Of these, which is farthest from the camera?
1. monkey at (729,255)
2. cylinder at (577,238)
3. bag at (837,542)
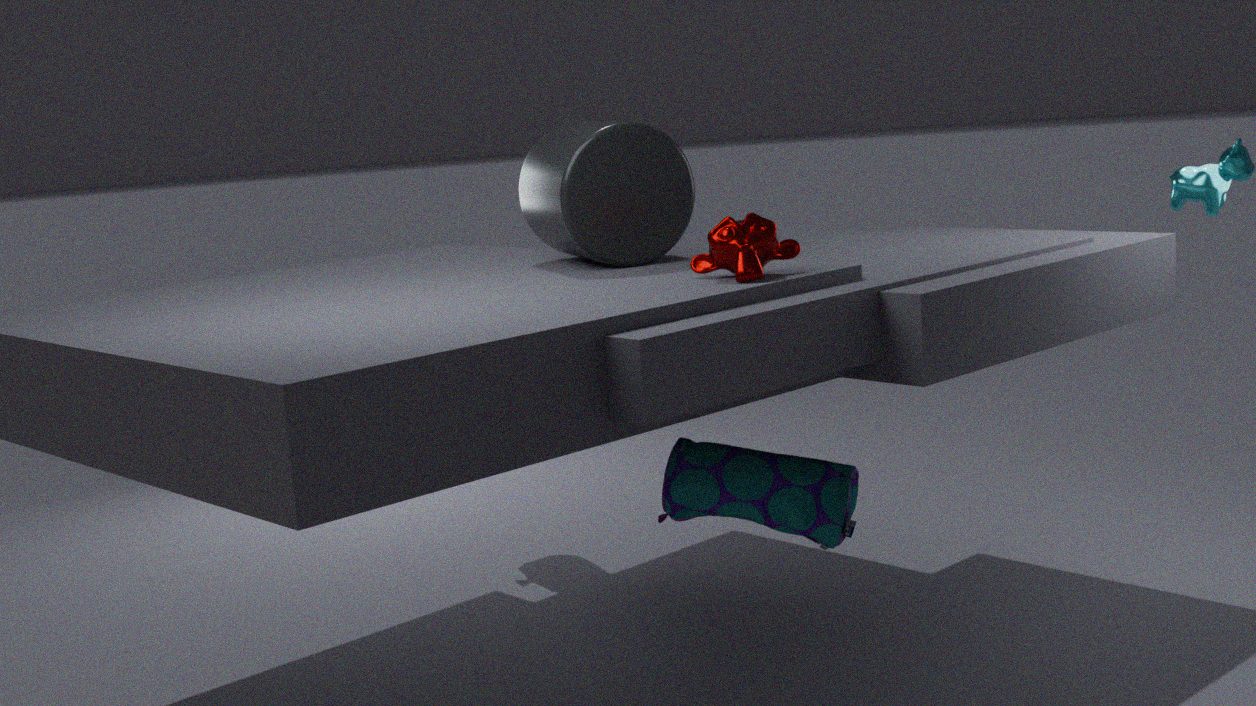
cylinder at (577,238)
